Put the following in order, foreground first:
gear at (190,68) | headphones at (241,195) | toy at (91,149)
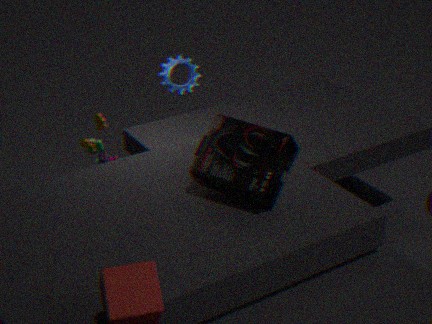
headphones at (241,195), toy at (91,149), gear at (190,68)
